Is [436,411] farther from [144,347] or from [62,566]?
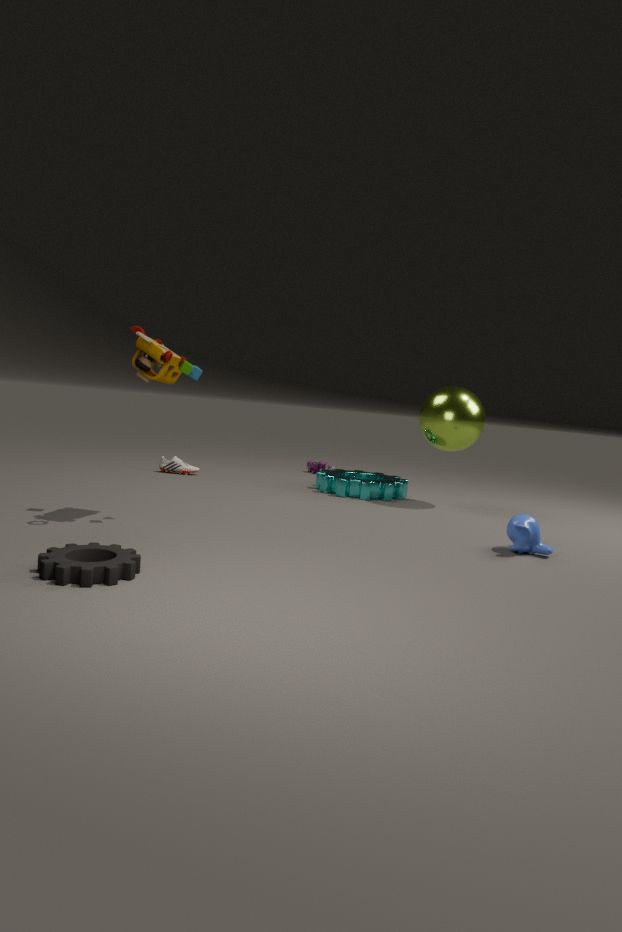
[62,566]
